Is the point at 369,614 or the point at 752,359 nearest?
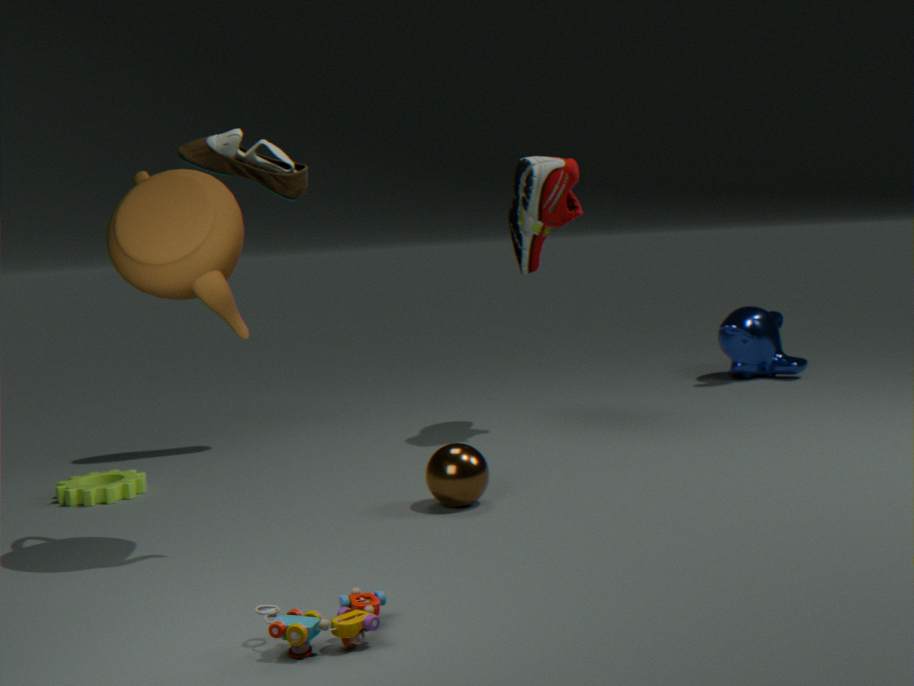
the point at 369,614
